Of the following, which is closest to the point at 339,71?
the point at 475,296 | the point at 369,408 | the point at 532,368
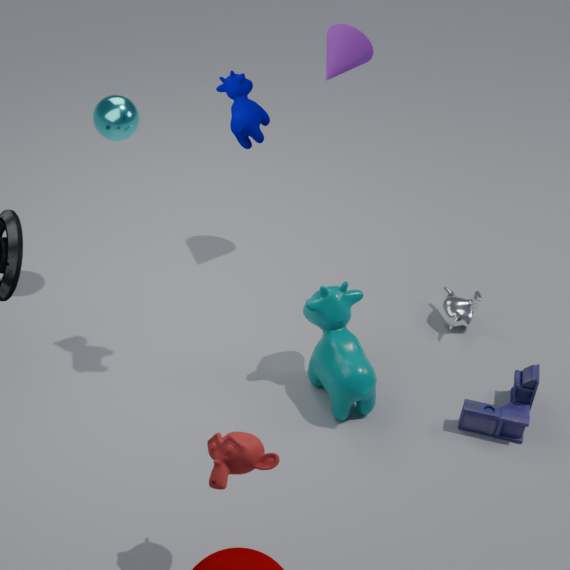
the point at 475,296
